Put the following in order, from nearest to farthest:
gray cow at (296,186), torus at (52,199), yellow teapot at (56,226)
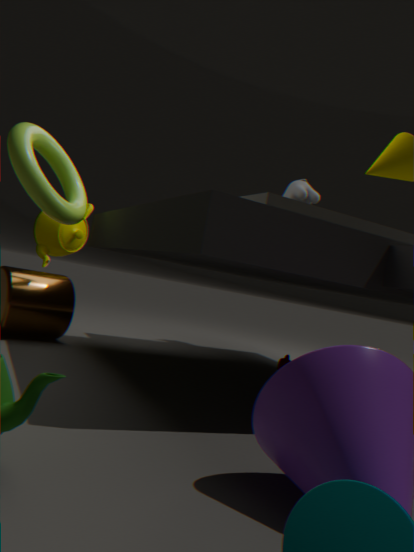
torus at (52,199)
yellow teapot at (56,226)
gray cow at (296,186)
